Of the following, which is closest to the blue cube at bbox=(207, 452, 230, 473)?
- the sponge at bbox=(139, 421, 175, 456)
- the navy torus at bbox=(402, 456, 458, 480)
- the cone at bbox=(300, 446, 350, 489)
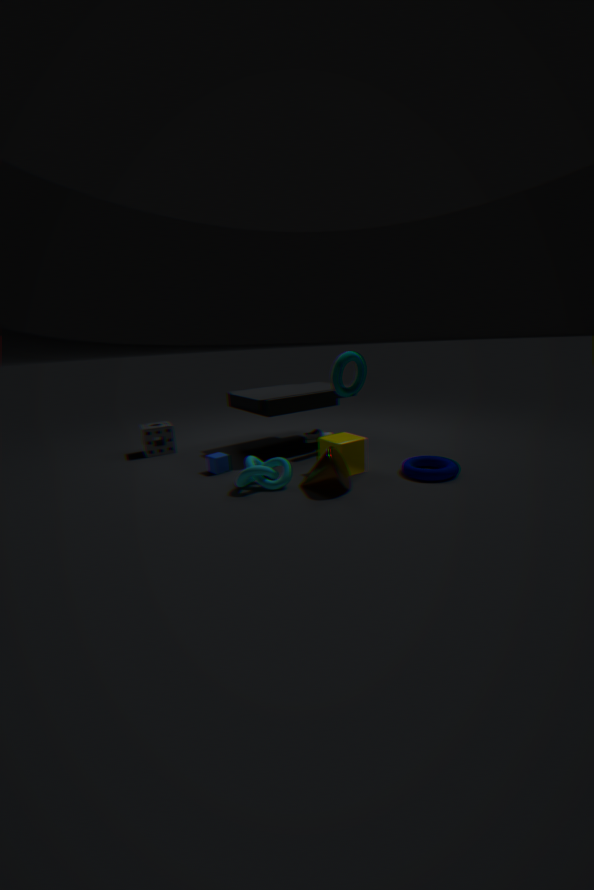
the cone at bbox=(300, 446, 350, 489)
